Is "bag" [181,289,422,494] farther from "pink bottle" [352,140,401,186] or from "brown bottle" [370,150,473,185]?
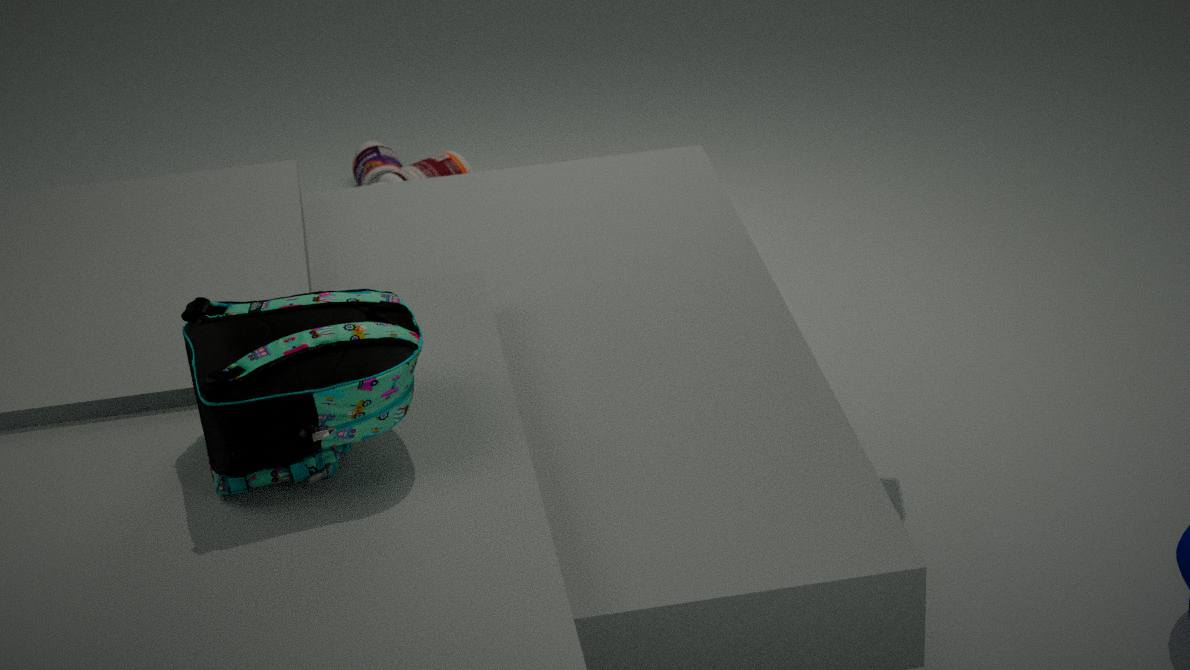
"pink bottle" [352,140,401,186]
